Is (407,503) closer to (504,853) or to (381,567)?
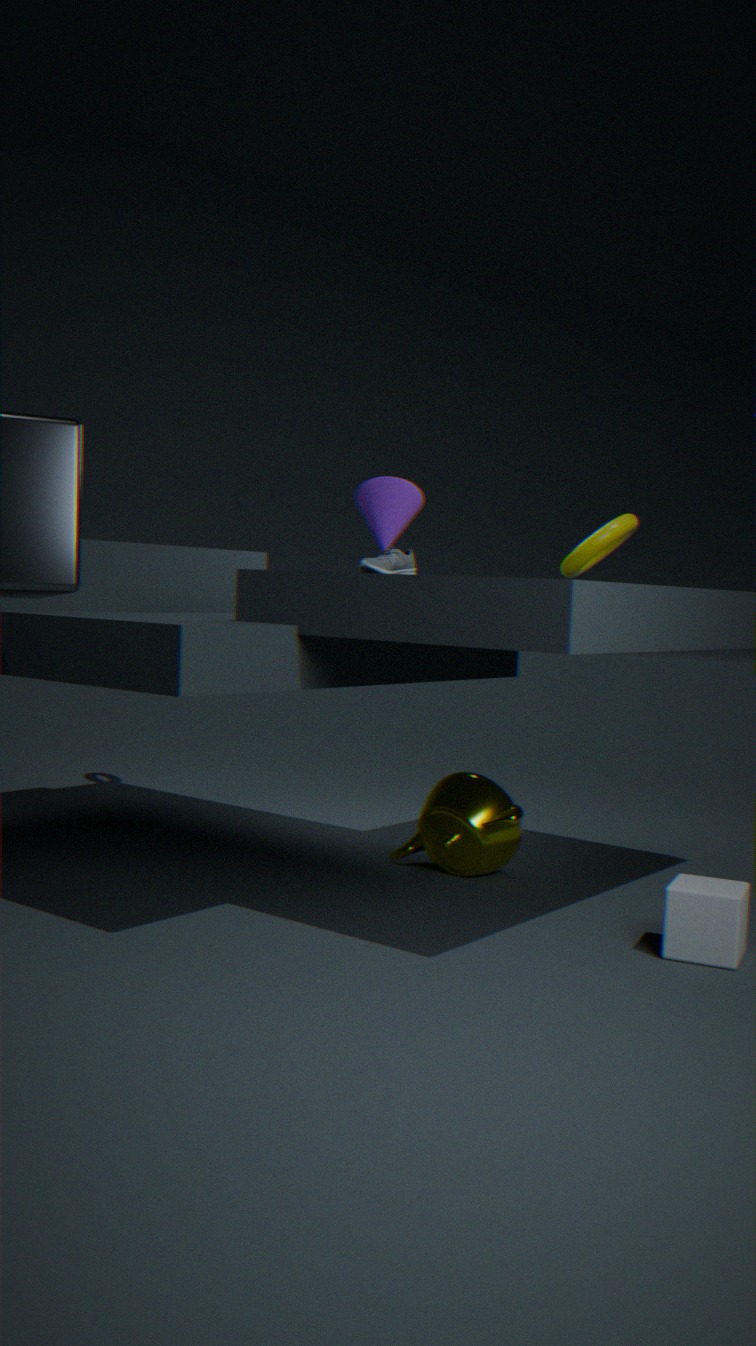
(381,567)
